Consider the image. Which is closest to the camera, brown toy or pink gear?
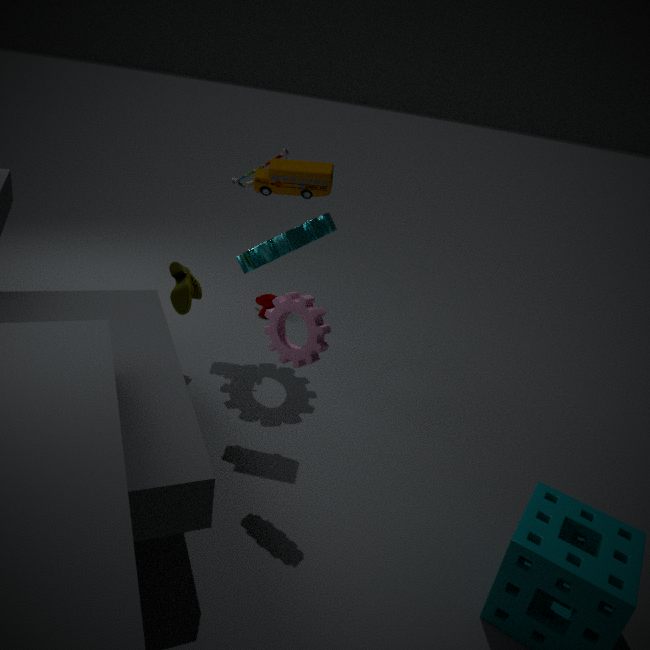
pink gear
